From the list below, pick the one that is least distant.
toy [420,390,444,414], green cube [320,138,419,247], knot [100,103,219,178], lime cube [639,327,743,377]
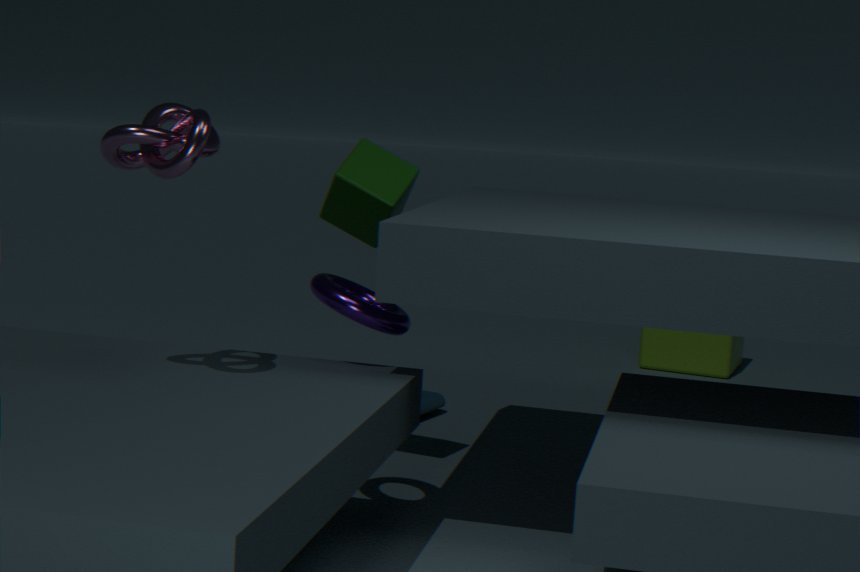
knot [100,103,219,178]
